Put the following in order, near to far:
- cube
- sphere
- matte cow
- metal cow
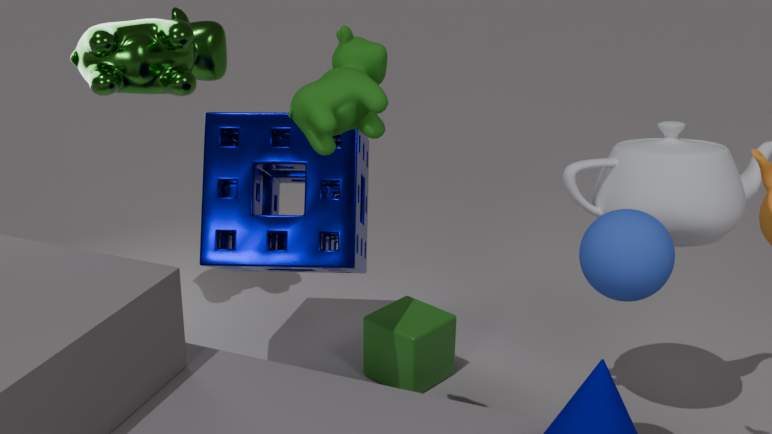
matte cow → sphere → cube → metal cow
